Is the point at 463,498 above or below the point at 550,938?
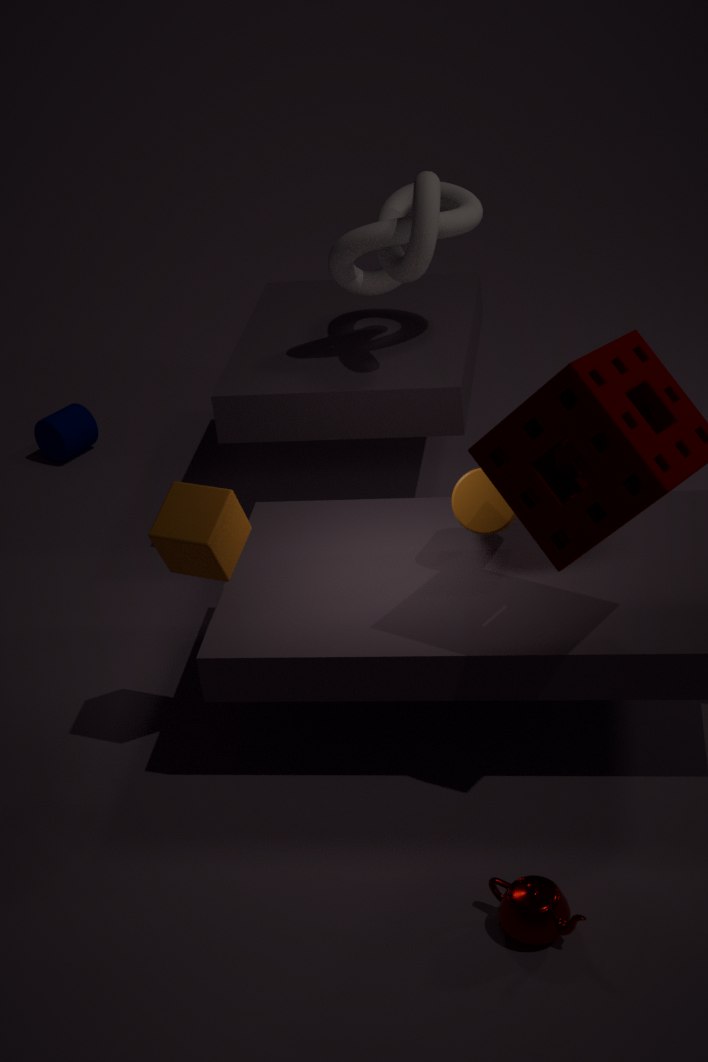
above
